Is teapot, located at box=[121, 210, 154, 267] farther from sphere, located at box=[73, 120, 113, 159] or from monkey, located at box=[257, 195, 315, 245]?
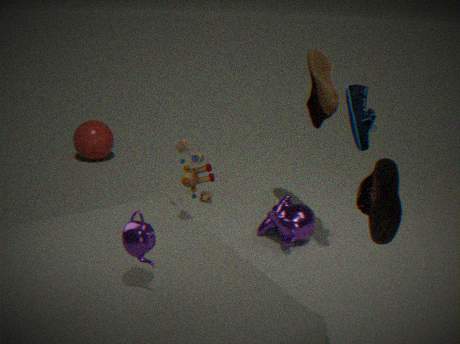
sphere, located at box=[73, 120, 113, 159]
